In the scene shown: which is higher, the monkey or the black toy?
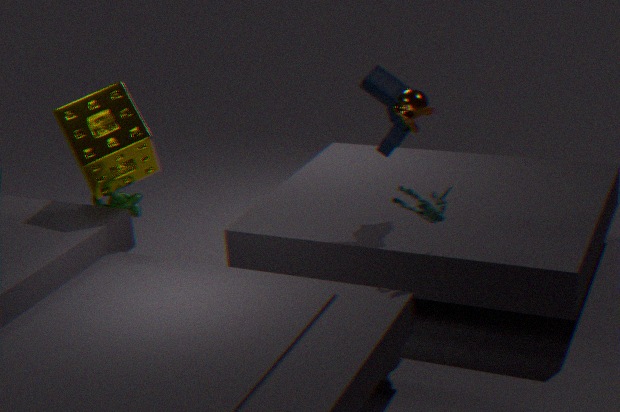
the monkey
